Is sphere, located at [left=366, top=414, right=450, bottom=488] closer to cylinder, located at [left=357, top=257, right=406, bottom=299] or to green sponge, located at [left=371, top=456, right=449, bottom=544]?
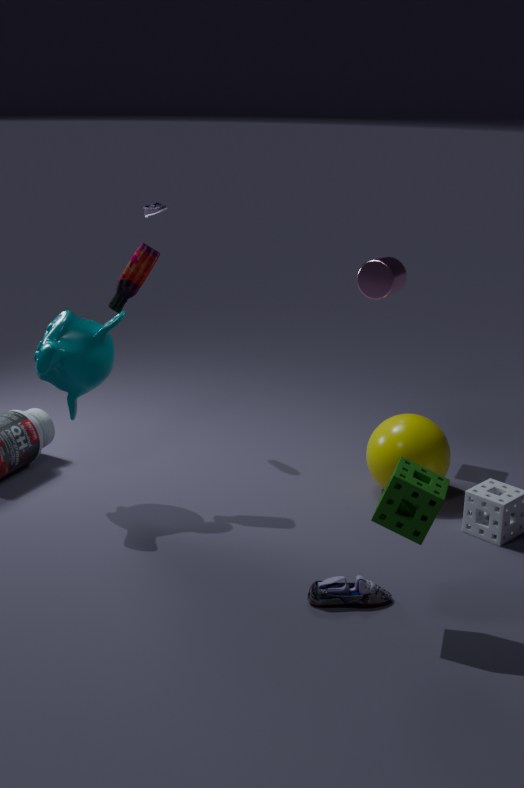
cylinder, located at [left=357, top=257, right=406, bottom=299]
